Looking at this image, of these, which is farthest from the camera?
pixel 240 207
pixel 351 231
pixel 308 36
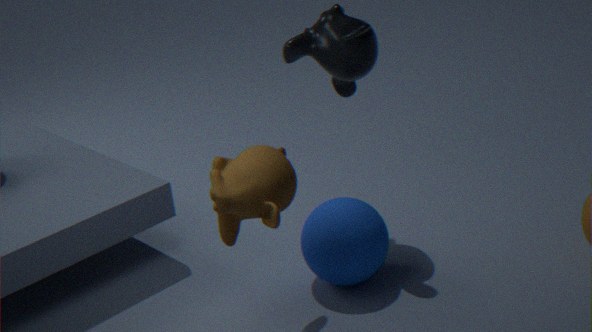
pixel 308 36
